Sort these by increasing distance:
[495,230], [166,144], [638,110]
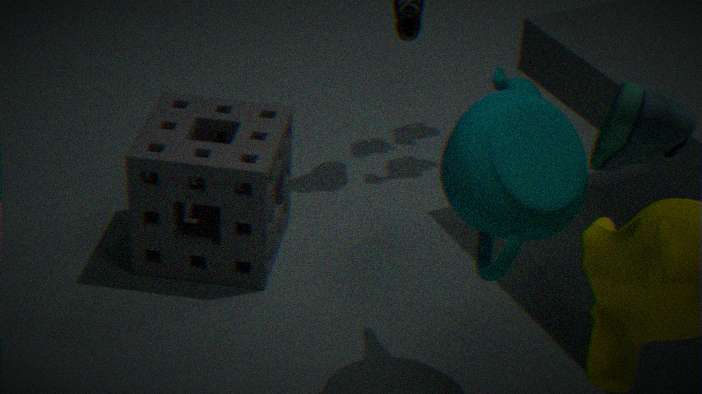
[638,110] → [495,230] → [166,144]
